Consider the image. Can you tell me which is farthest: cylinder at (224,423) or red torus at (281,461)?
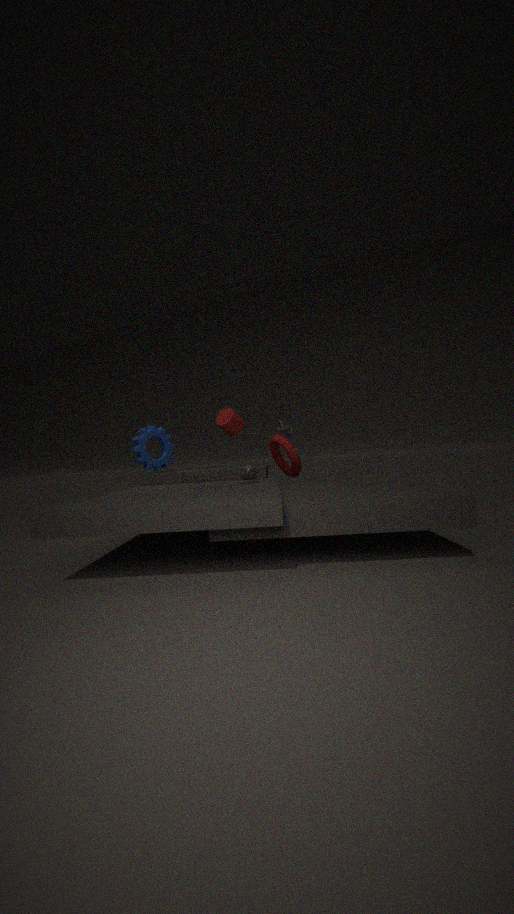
red torus at (281,461)
